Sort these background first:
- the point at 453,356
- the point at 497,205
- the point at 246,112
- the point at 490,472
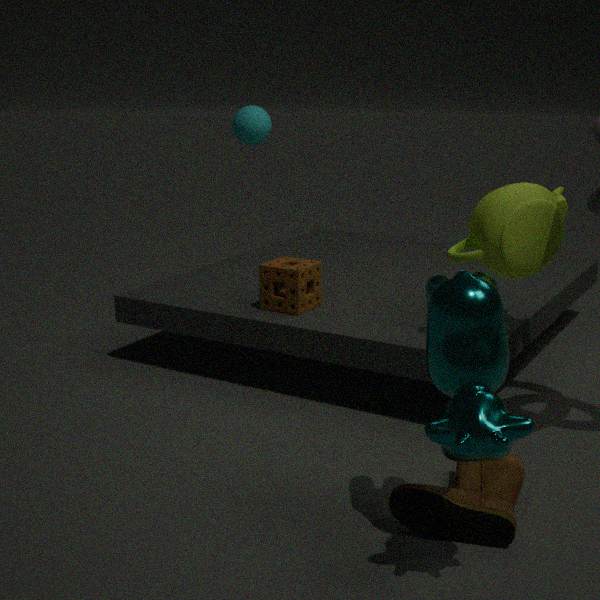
the point at 246,112 → the point at 497,205 → the point at 490,472 → the point at 453,356
